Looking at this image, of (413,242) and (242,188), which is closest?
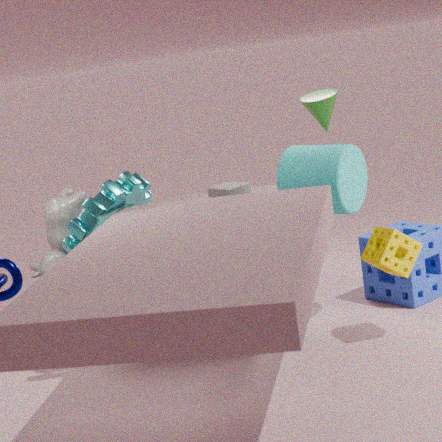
(413,242)
